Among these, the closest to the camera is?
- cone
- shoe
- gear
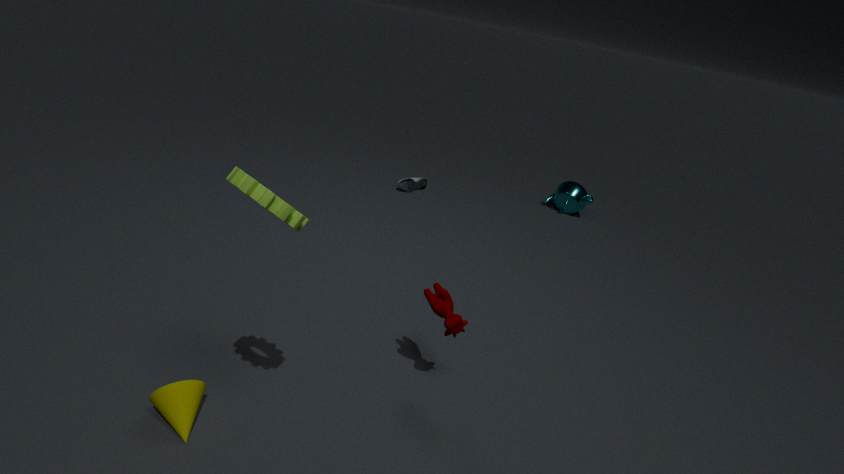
gear
